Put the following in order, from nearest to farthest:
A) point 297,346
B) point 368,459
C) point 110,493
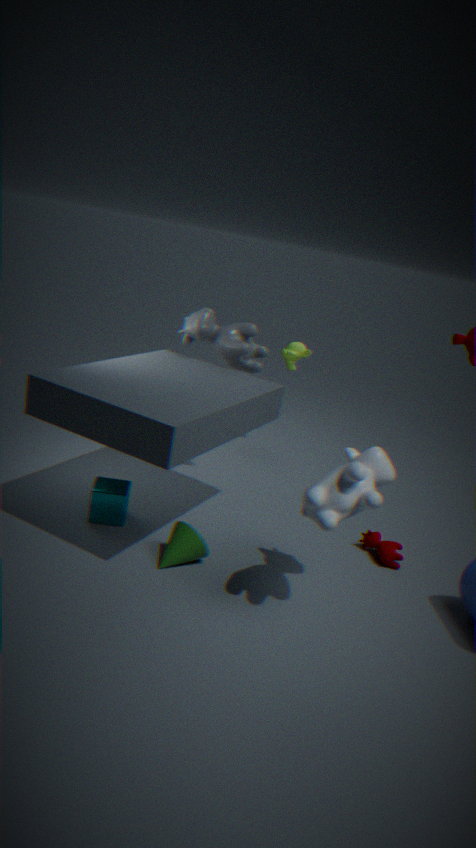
point 368,459, point 110,493, point 297,346
